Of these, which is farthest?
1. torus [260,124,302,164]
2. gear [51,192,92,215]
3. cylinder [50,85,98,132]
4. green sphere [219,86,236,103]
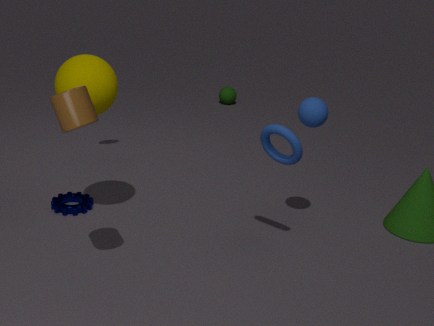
green sphere [219,86,236,103]
